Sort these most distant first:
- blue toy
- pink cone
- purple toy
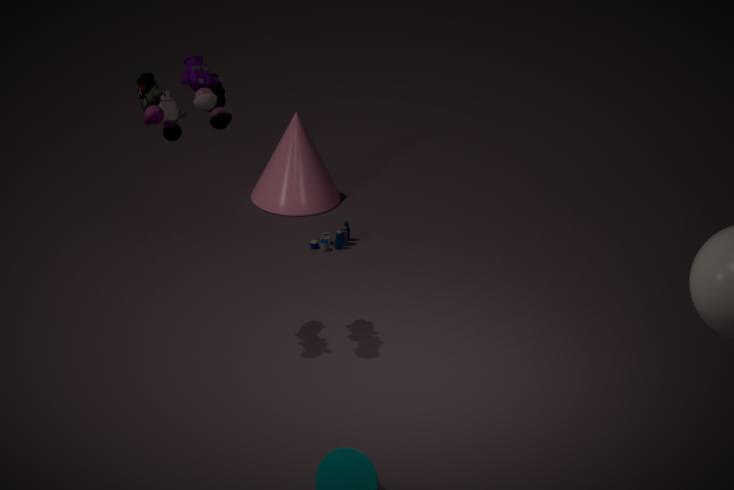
pink cone < blue toy < purple toy
